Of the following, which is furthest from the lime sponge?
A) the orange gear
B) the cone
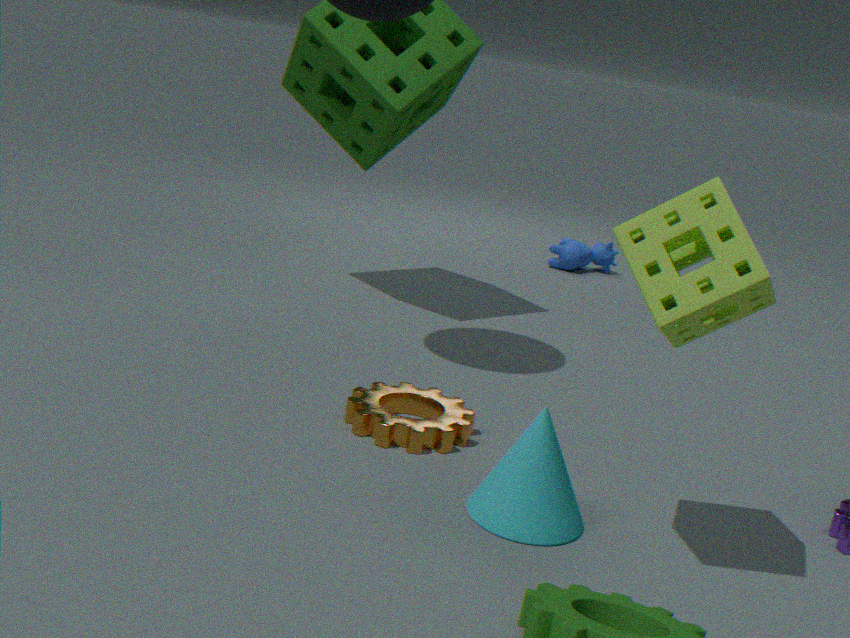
the orange gear
